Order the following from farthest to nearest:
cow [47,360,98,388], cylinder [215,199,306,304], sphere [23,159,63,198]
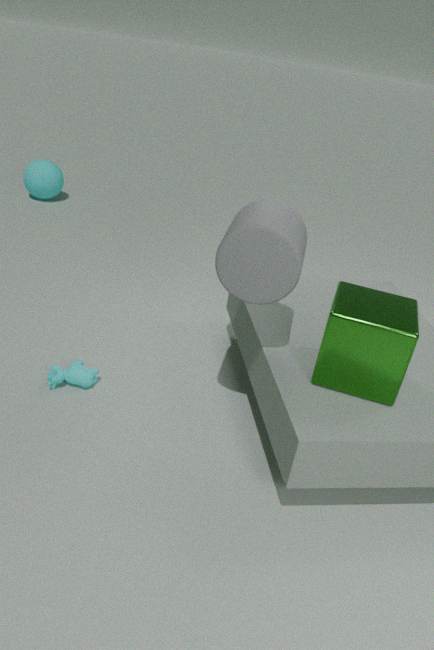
sphere [23,159,63,198] → cow [47,360,98,388] → cylinder [215,199,306,304]
